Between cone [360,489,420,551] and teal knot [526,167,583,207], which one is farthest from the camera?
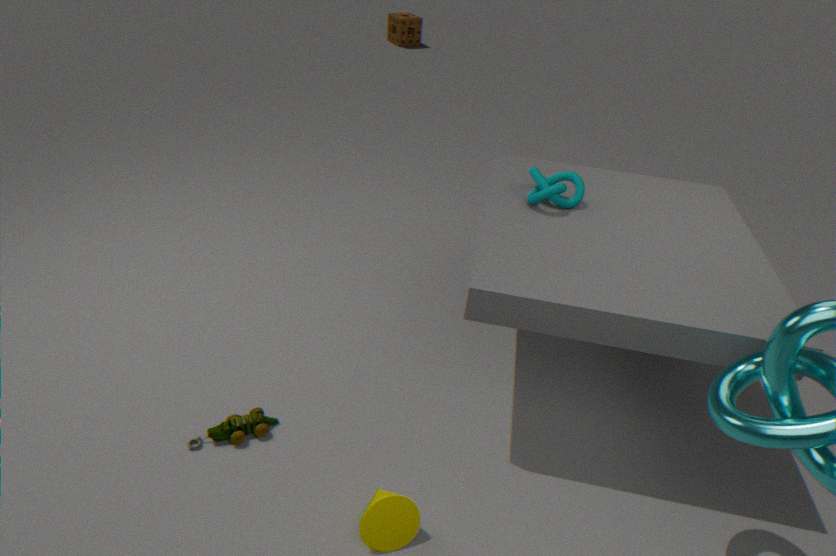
teal knot [526,167,583,207]
